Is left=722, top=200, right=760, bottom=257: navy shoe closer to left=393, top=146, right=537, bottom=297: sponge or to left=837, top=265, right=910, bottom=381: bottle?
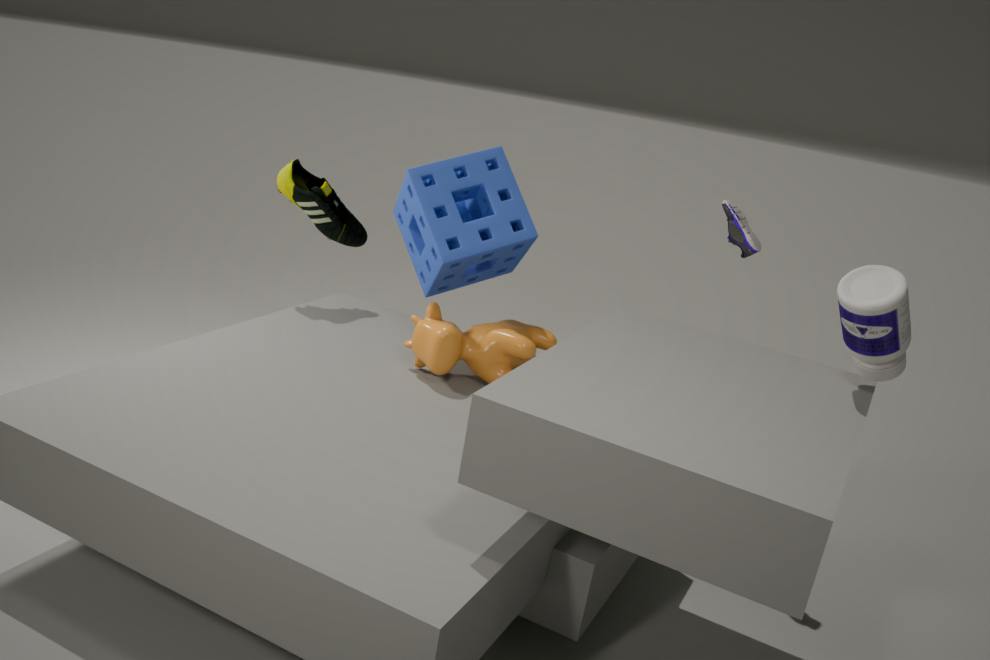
left=837, top=265, right=910, bottom=381: bottle
